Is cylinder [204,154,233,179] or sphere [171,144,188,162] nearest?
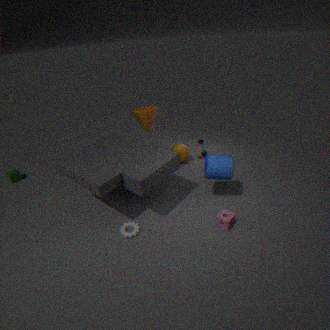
cylinder [204,154,233,179]
